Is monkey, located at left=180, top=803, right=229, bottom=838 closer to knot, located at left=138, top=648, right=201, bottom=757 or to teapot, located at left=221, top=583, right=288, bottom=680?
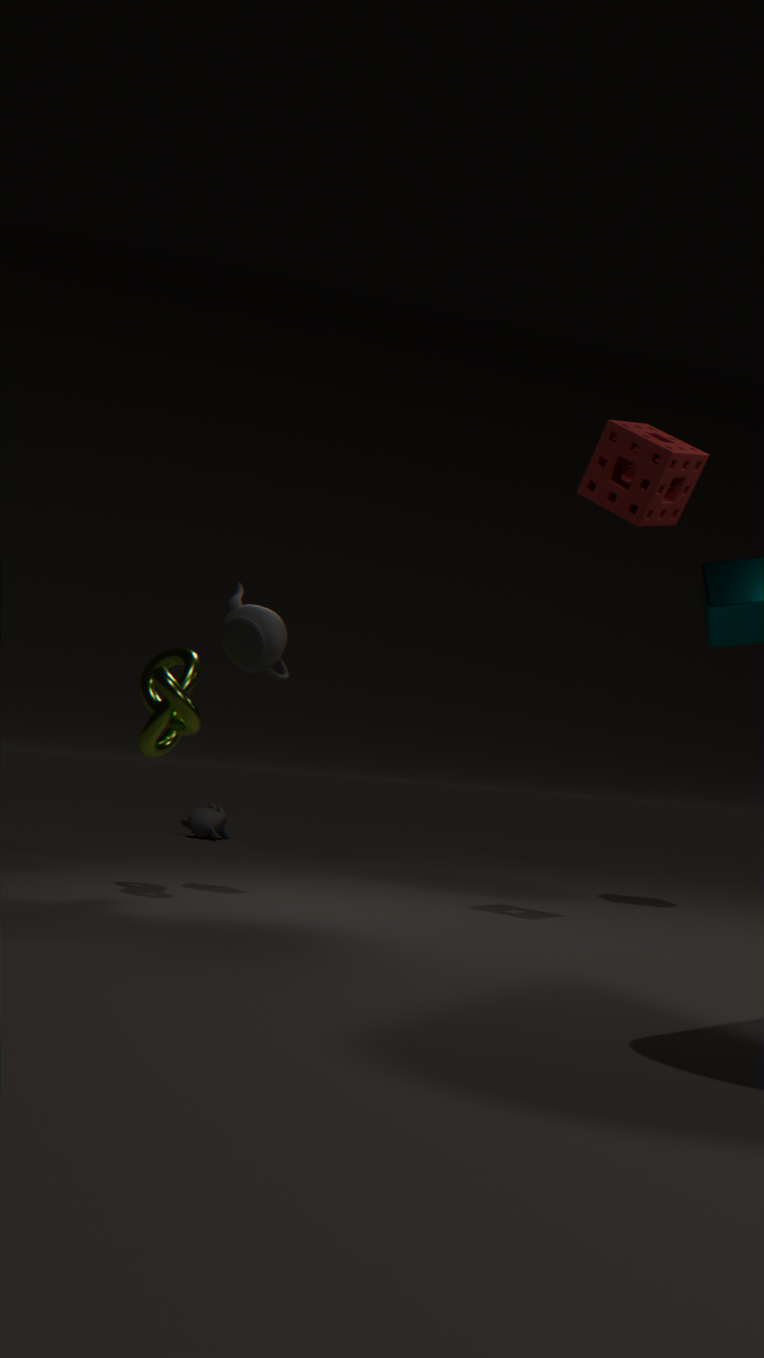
knot, located at left=138, top=648, right=201, bottom=757
